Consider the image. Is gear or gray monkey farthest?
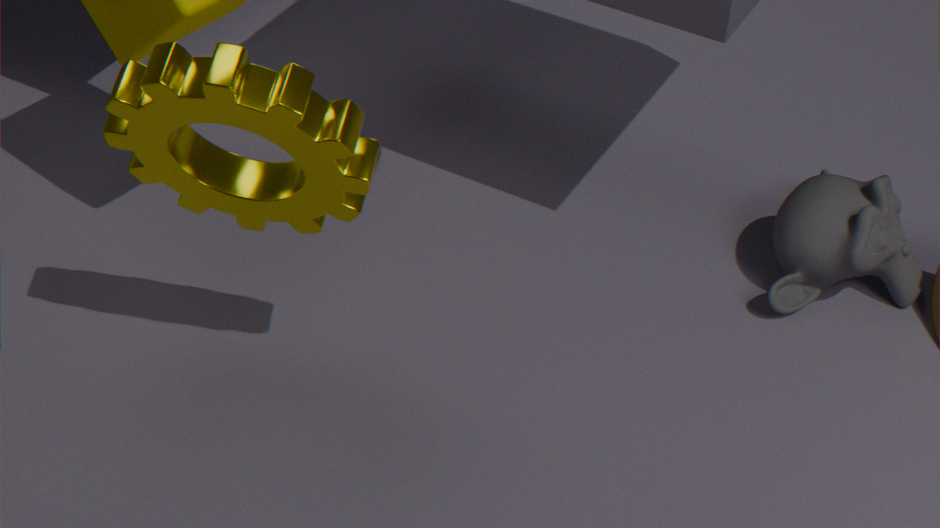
gray monkey
